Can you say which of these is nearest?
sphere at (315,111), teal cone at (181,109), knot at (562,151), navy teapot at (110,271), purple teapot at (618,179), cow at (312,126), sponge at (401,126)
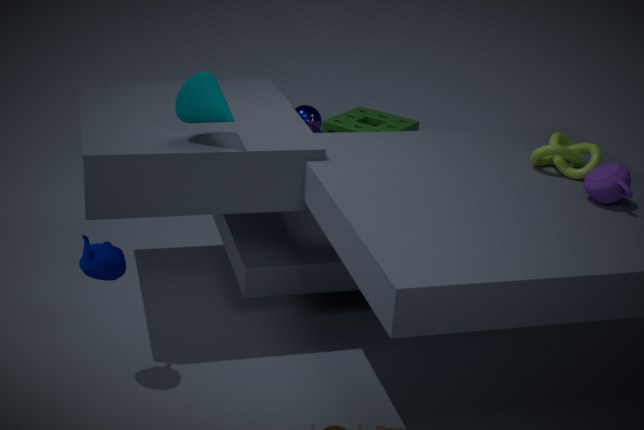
purple teapot at (618,179)
